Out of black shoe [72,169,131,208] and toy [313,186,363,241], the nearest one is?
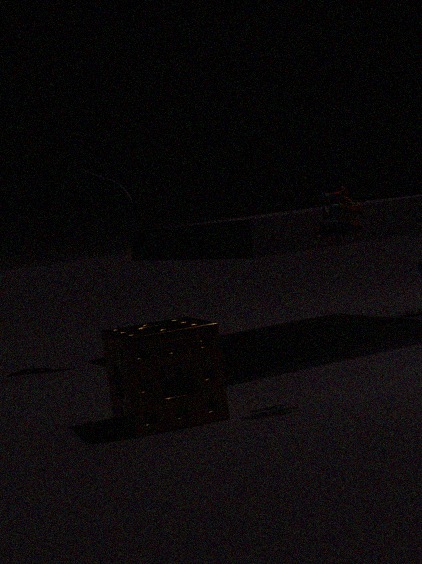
toy [313,186,363,241]
